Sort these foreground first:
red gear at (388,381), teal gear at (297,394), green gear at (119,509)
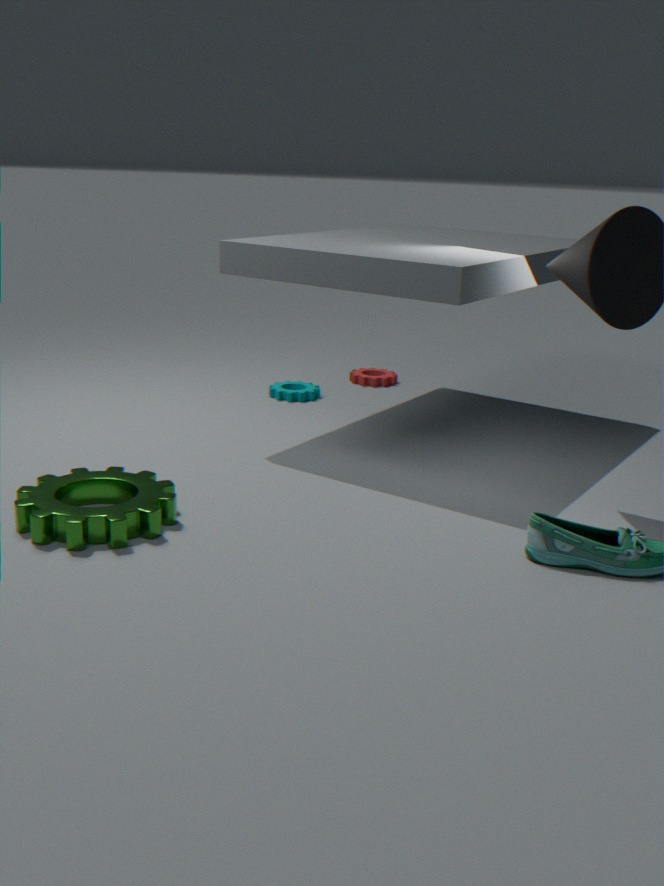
green gear at (119,509), teal gear at (297,394), red gear at (388,381)
